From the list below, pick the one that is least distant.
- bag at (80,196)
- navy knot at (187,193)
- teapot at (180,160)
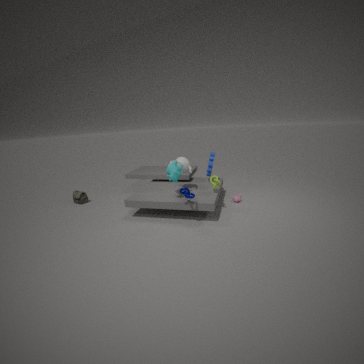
navy knot at (187,193)
